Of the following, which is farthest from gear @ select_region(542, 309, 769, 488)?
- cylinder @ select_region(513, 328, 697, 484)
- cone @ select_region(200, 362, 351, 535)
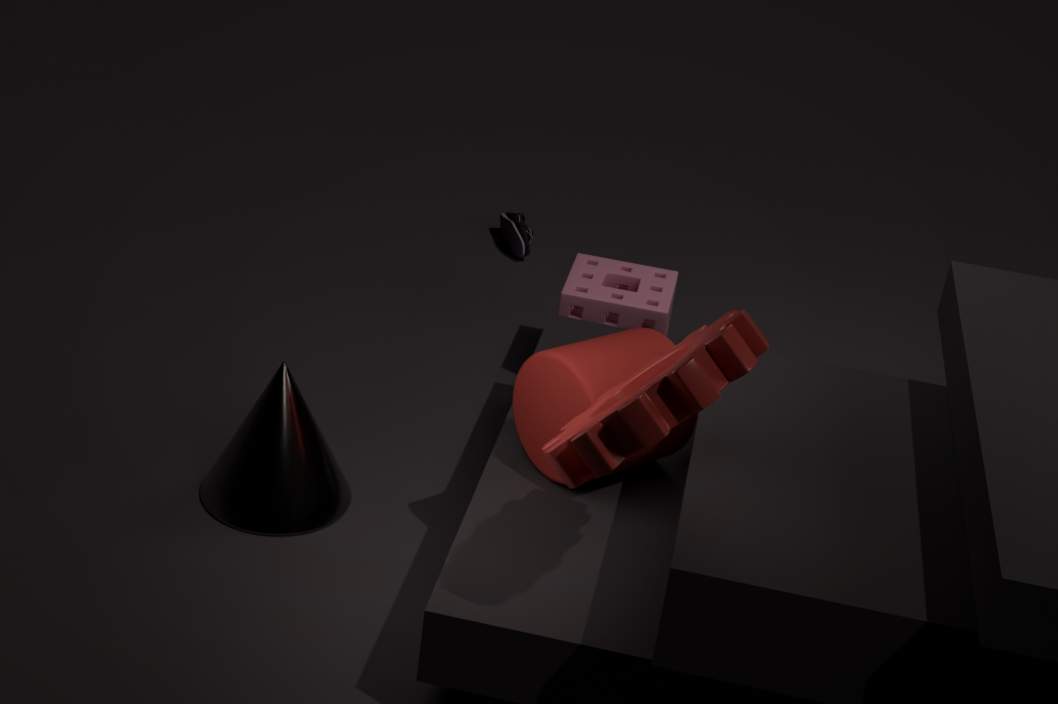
cone @ select_region(200, 362, 351, 535)
